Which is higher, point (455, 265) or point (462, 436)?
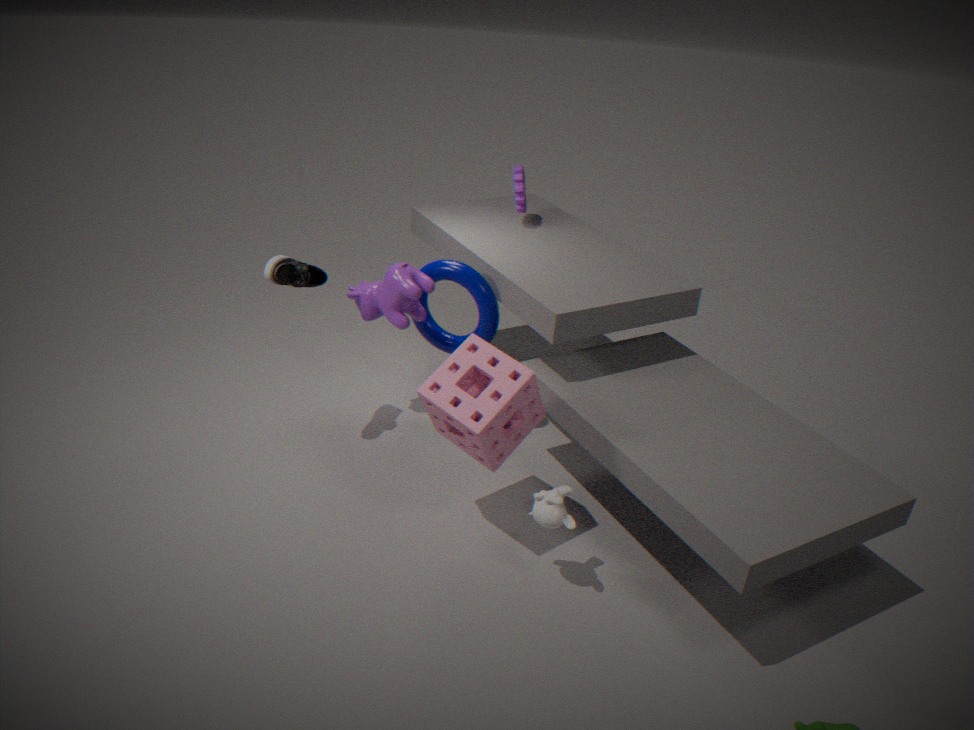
point (455, 265)
